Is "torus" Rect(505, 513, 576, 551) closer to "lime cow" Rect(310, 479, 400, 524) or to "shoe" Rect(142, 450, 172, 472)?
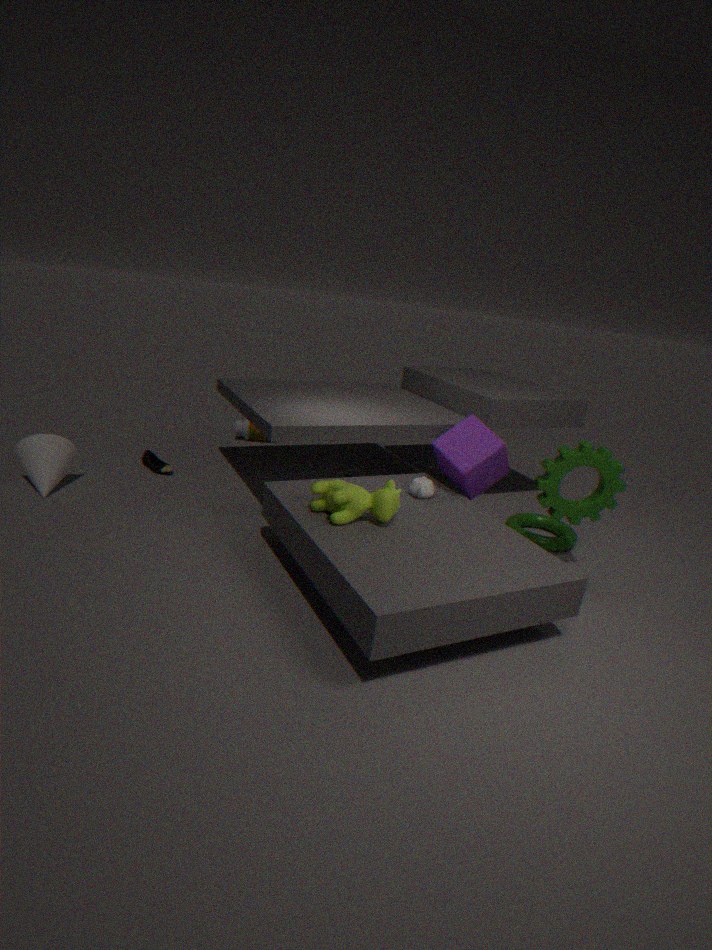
"lime cow" Rect(310, 479, 400, 524)
